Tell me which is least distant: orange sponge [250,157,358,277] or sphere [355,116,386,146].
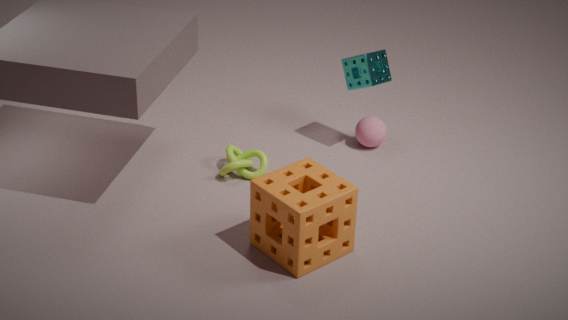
orange sponge [250,157,358,277]
